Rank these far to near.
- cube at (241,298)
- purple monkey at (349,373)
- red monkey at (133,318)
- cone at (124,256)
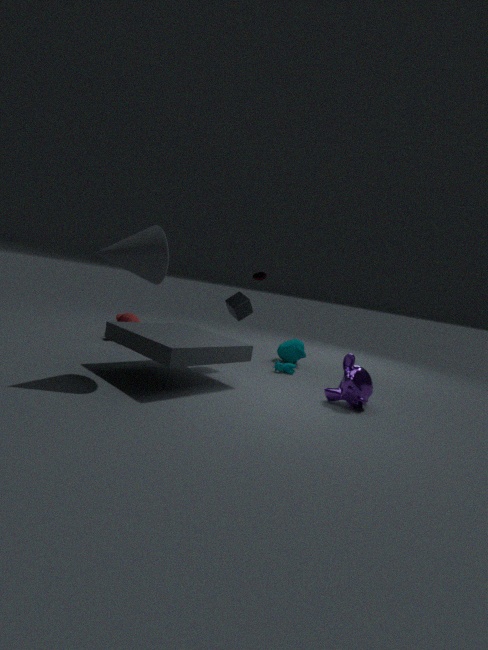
1. red monkey at (133,318)
2. cube at (241,298)
3. purple monkey at (349,373)
4. cone at (124,256)
